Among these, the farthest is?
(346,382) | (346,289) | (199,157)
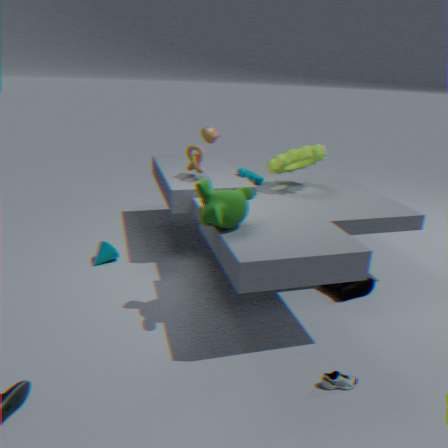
(199,157)
